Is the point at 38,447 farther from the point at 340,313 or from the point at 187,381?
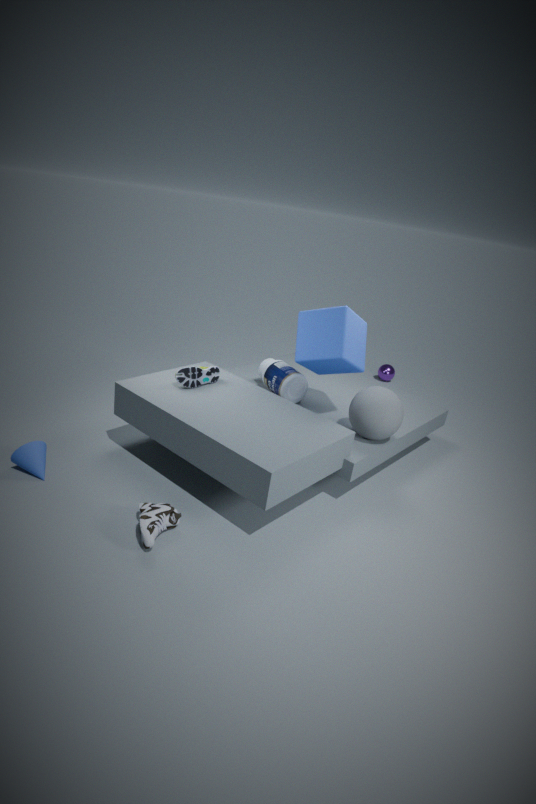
the point at 340,313
